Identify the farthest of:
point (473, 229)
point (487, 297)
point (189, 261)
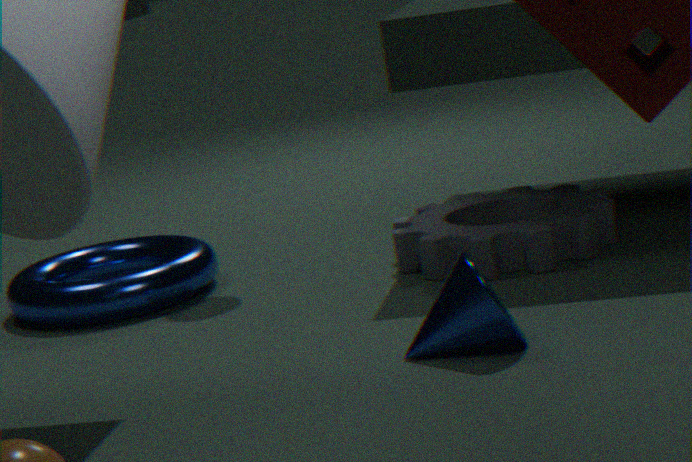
point (189, 261)
